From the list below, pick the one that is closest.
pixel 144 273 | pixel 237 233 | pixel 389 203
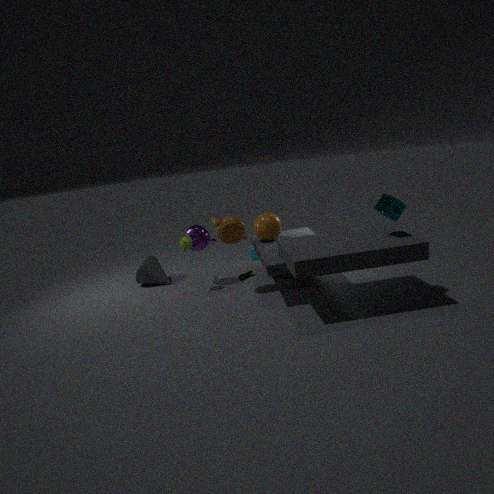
pixel 389 203
